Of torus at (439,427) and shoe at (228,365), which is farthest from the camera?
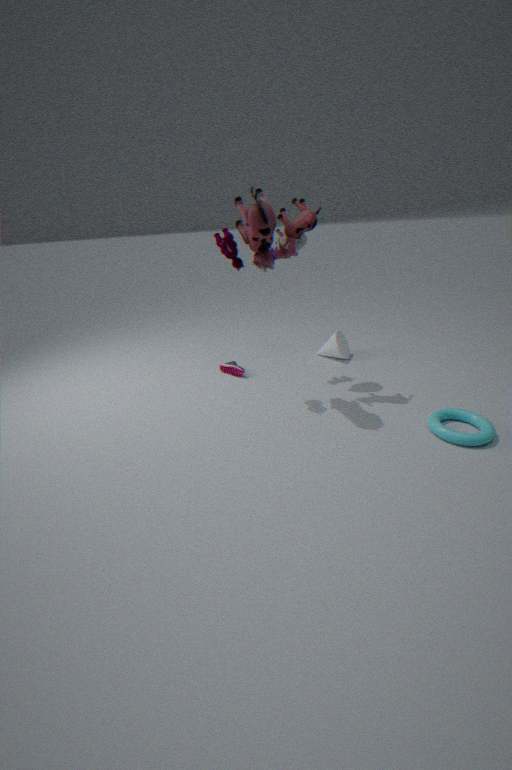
shoe at (228,365)
